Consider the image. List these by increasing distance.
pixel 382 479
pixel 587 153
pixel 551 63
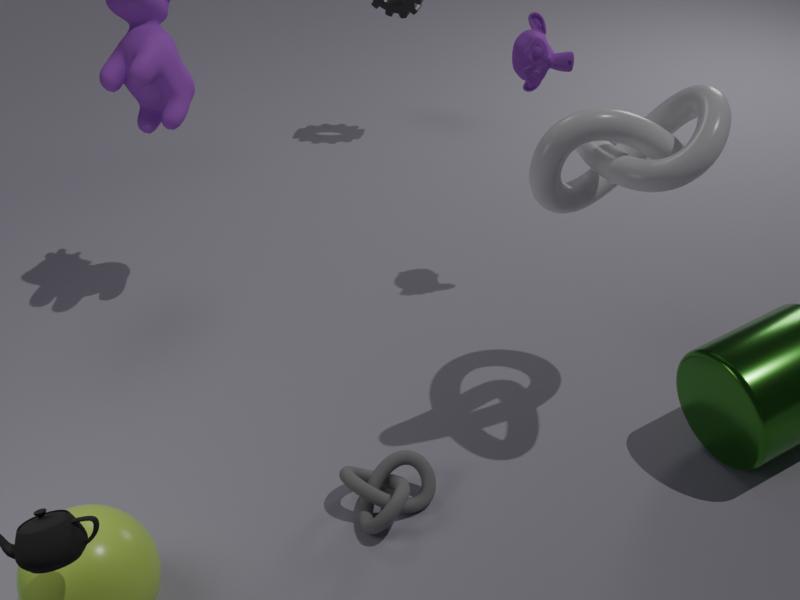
pixel 587 153 < pixel 382 479 < pixel 551 63
